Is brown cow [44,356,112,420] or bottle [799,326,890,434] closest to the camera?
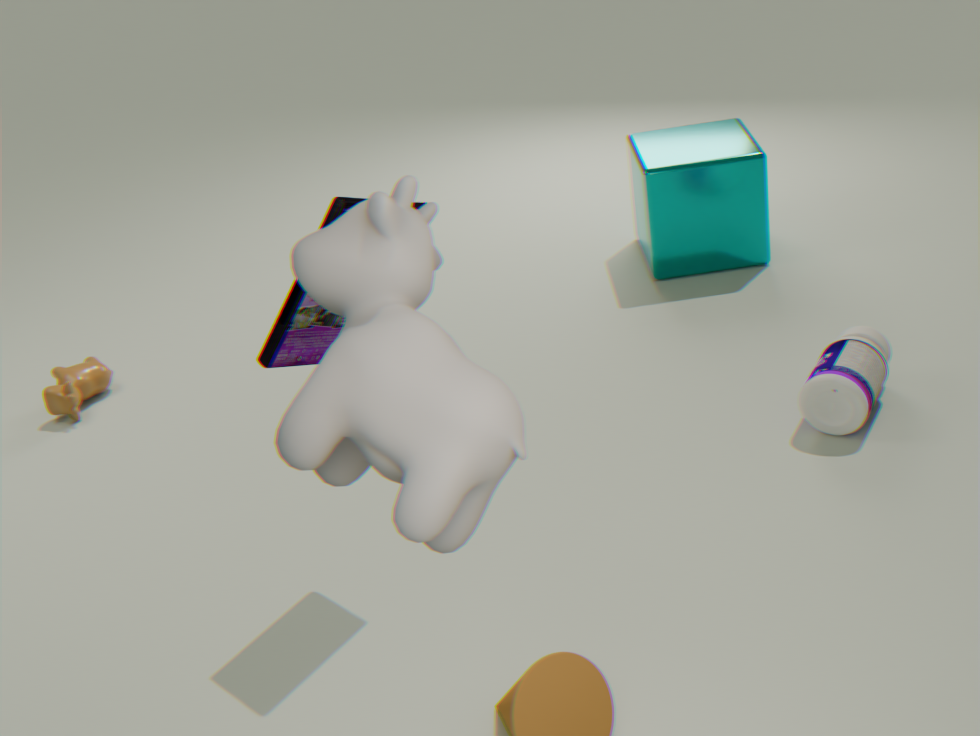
bottle [799,326,890,434]
